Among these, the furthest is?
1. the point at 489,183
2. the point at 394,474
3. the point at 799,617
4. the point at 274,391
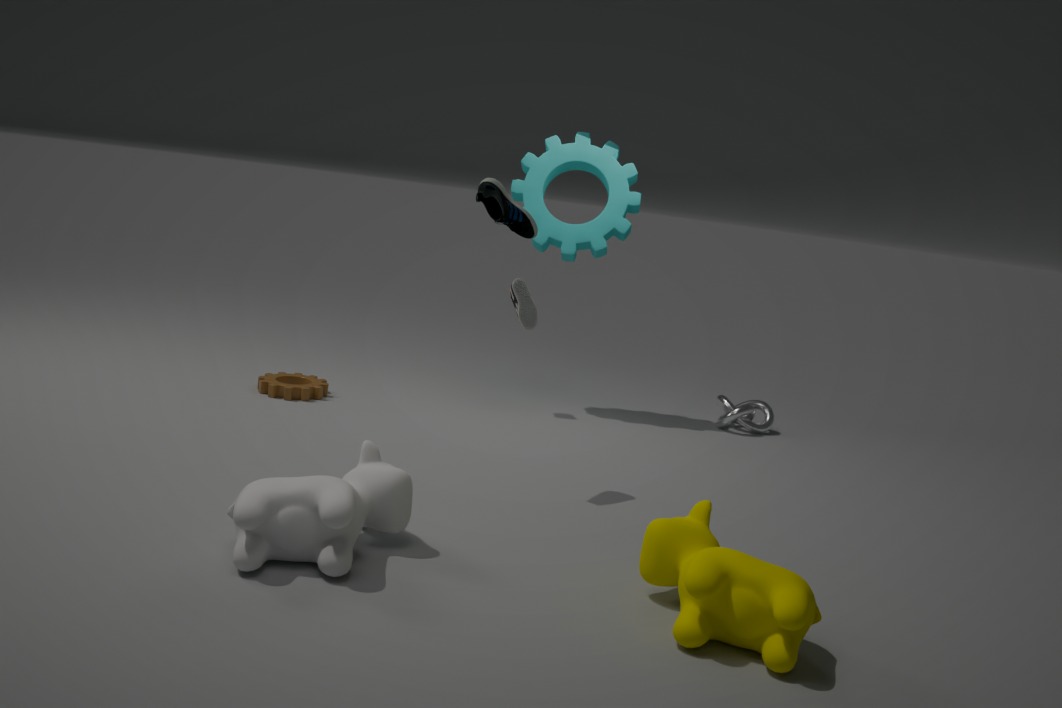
the point at 274,391
